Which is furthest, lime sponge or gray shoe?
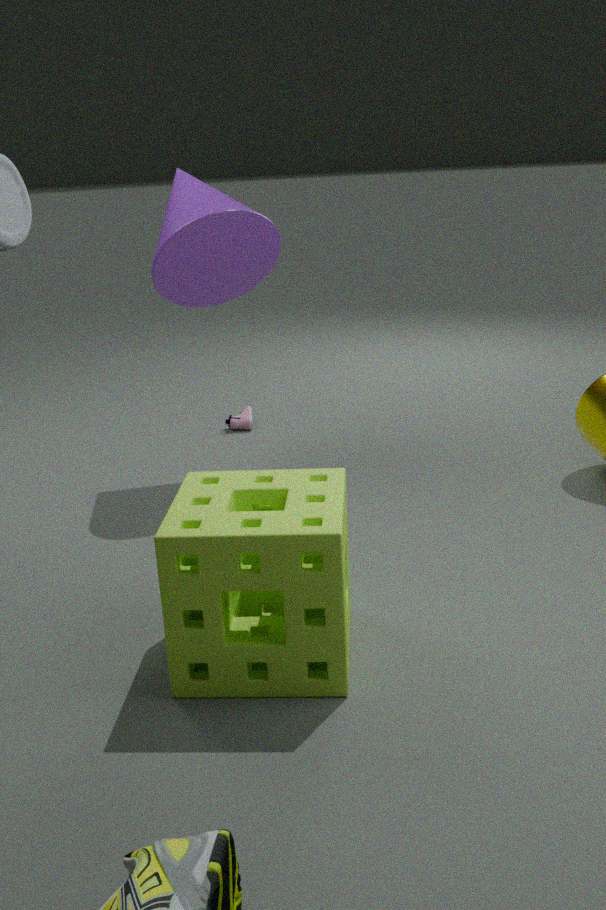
gray shoe
